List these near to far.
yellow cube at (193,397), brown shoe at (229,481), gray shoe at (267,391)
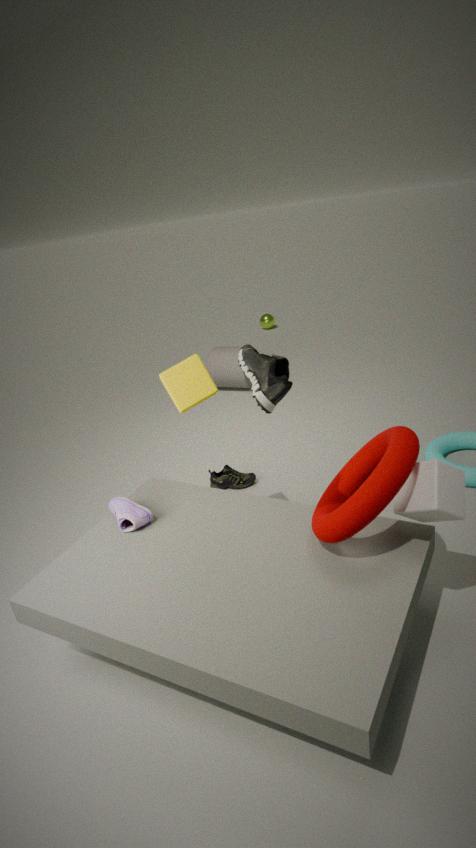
1. gray shoe at (267,391)
2. yellow cube at (193,397)
3. brown shoe at (229,481)
